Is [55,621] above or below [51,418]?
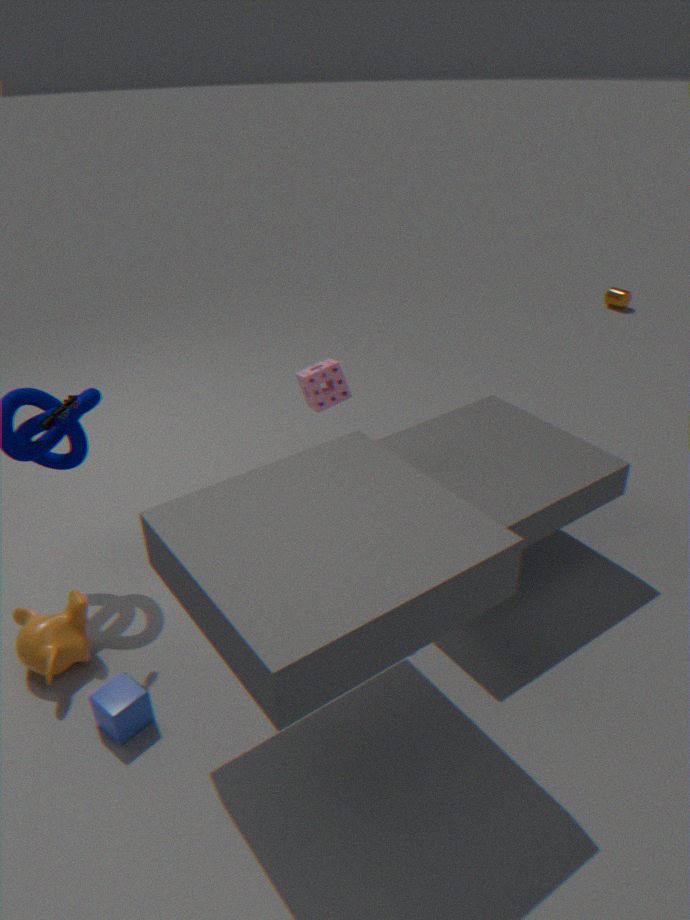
below
